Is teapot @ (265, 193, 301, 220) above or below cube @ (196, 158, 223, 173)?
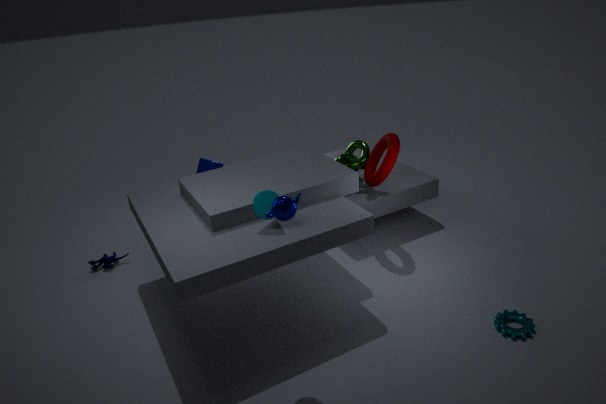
above
